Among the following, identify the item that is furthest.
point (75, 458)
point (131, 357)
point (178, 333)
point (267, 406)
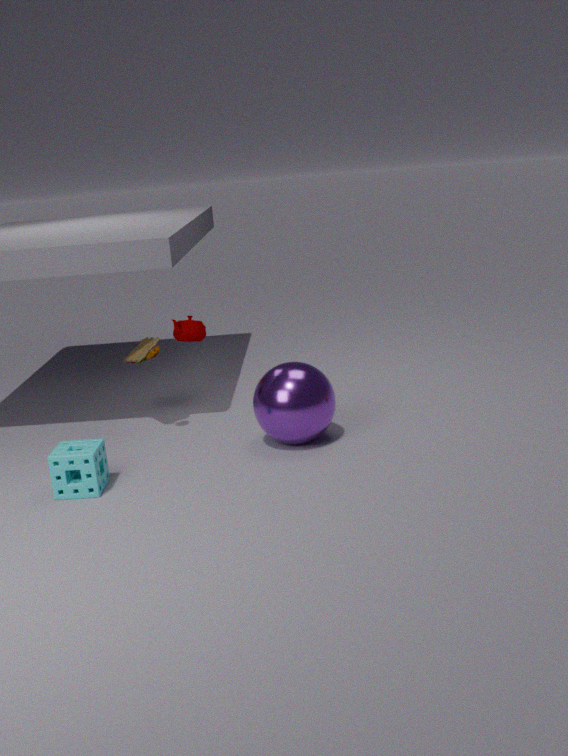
point (178, 333)
